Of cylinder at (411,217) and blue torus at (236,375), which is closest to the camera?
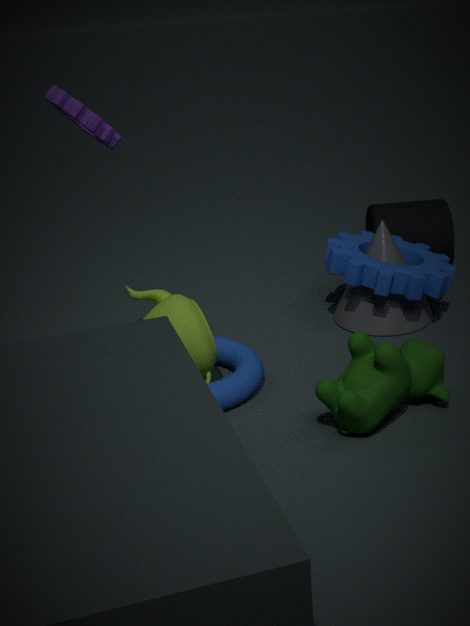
blue torus at (236,375)
